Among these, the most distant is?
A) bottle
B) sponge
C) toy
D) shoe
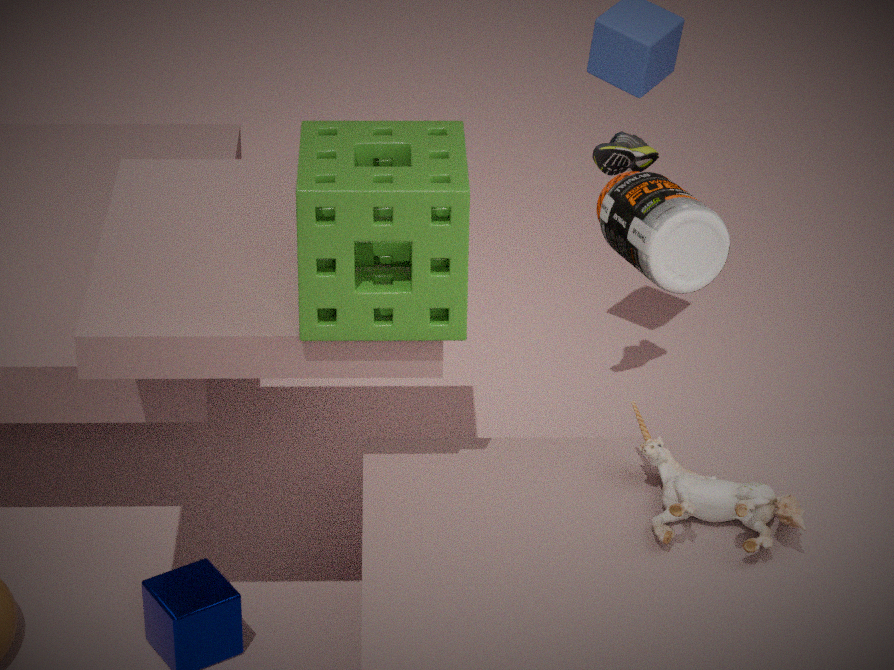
shoe
